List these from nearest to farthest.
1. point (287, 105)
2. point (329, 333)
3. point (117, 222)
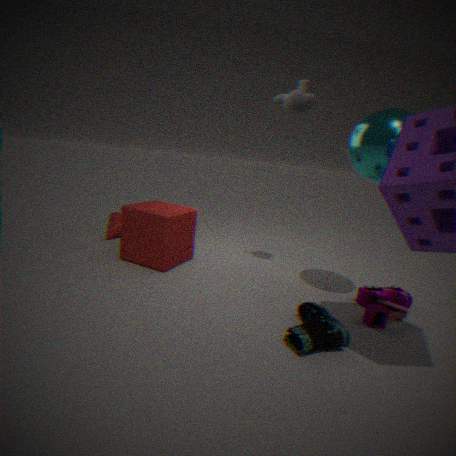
point (329, 333) → point (287, 105) → point (117, 222)
